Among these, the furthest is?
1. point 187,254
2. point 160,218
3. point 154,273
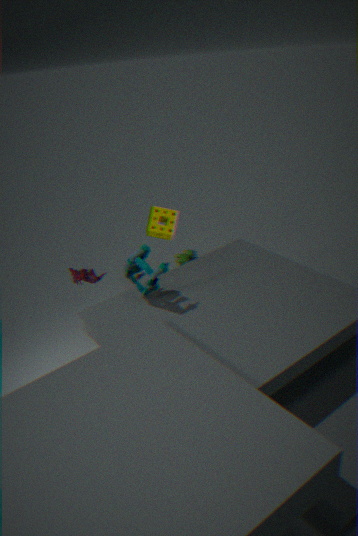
point 187,254
